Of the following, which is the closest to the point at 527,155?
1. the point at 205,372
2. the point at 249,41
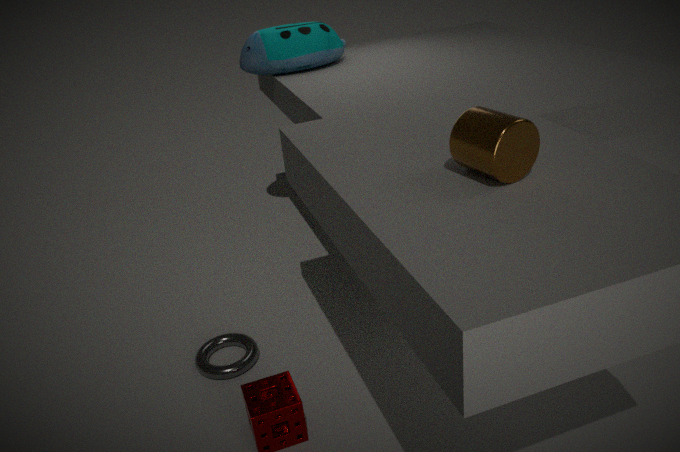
the point at 205,372
